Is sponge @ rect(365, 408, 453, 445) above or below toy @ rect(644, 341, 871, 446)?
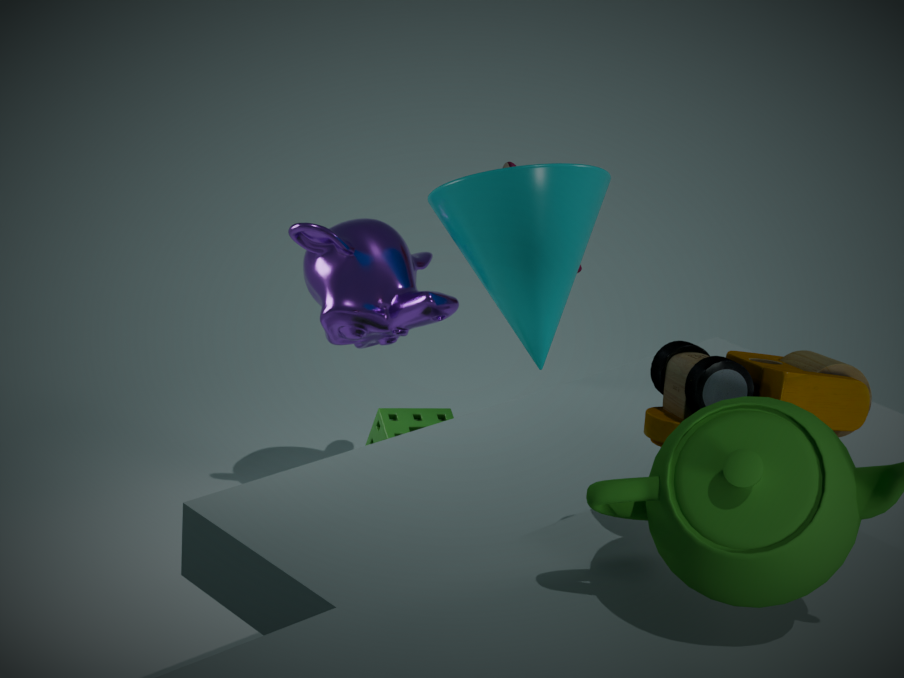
below
